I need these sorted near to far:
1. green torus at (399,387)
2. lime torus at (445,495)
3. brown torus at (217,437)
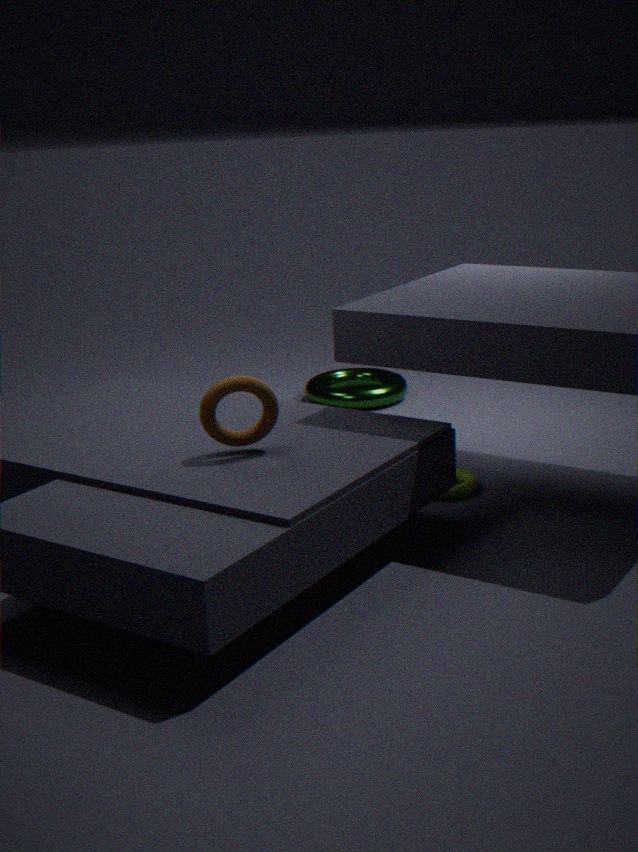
brown torus at (217,437), lime torus at (445,495), green torus at (399,387)
